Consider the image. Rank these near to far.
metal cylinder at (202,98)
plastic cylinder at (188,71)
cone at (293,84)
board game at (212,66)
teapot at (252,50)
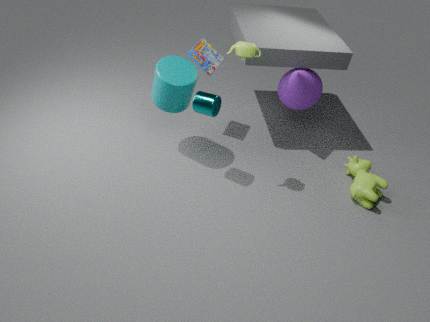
teapot at (252,50)
metal cylinder at (202,98)
plastic cylinder at (188,71)
cone at (293,84)
board game at (212,66)
